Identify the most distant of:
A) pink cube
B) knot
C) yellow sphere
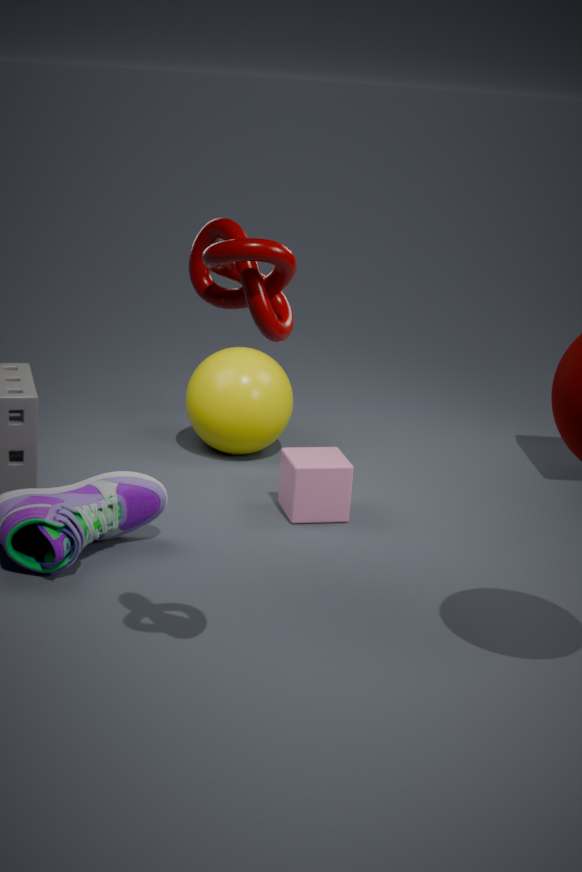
yellow sphere
